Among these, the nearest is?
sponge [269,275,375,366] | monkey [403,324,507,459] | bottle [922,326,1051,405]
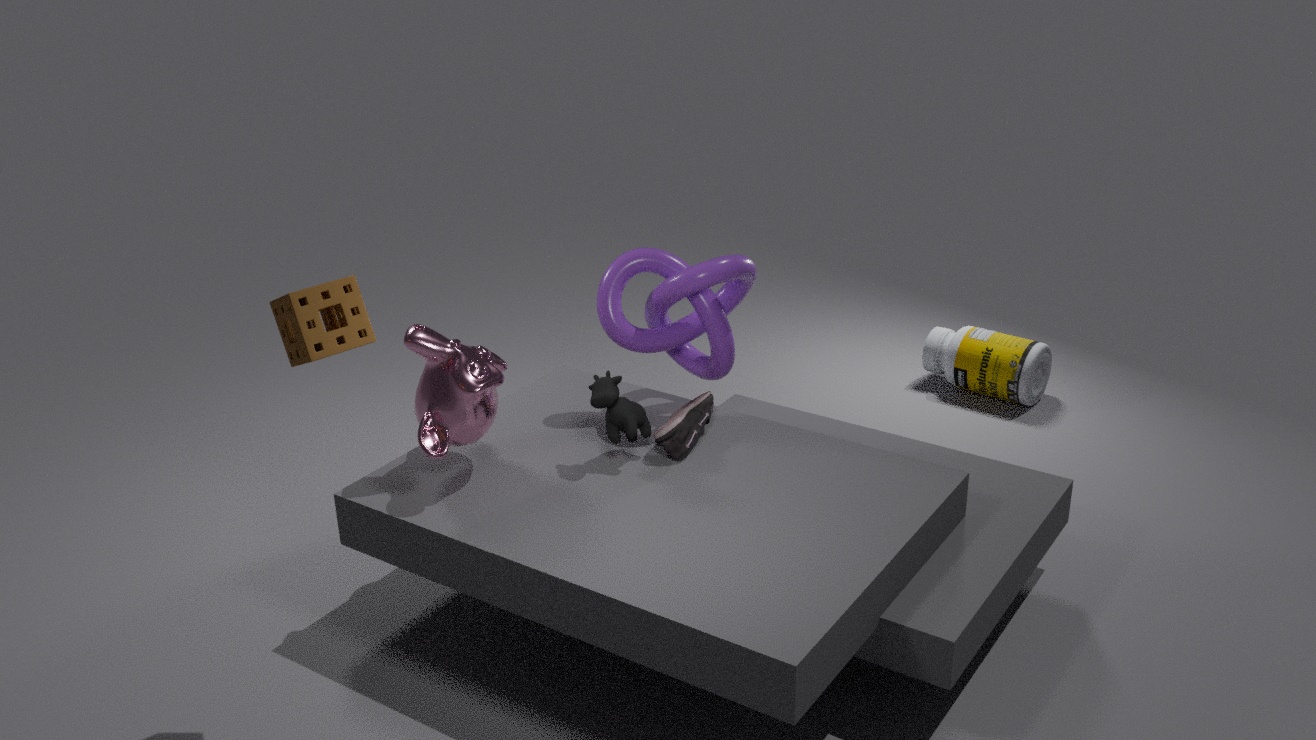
sponge [269,275,375,366]
